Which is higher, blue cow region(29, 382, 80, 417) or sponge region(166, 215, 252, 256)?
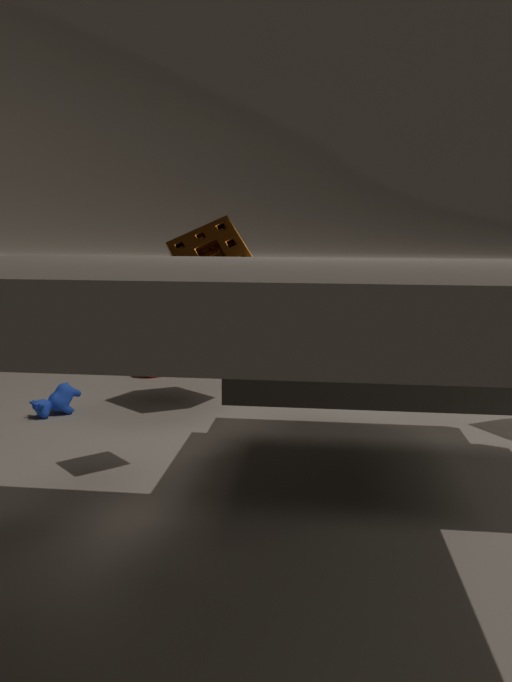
sponge region(166, 215, 252, 256)
